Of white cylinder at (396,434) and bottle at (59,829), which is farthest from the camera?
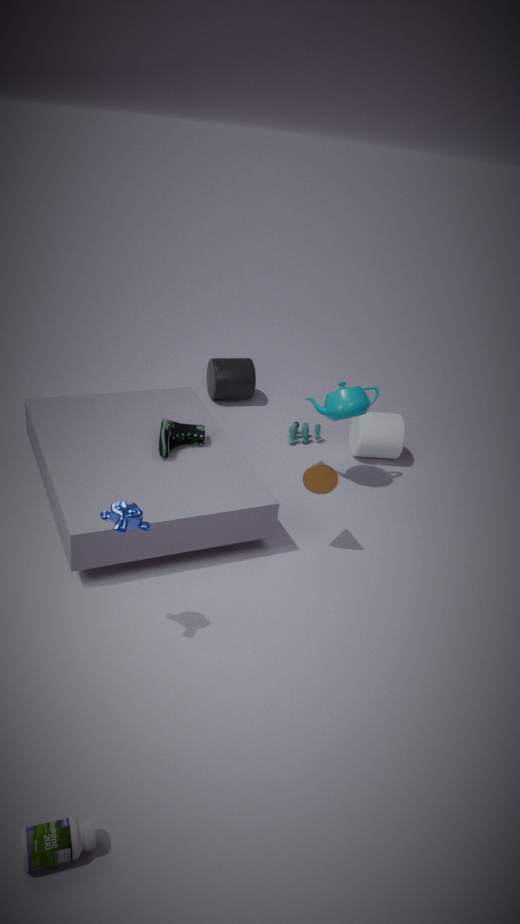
white cylinder at (396,434)
